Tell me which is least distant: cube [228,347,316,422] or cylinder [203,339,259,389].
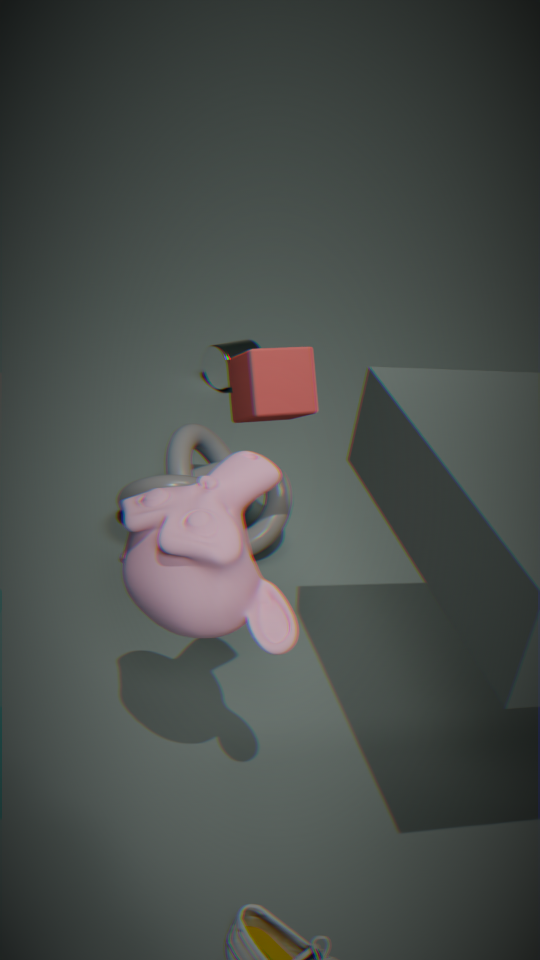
cube [228,347,316,422]
